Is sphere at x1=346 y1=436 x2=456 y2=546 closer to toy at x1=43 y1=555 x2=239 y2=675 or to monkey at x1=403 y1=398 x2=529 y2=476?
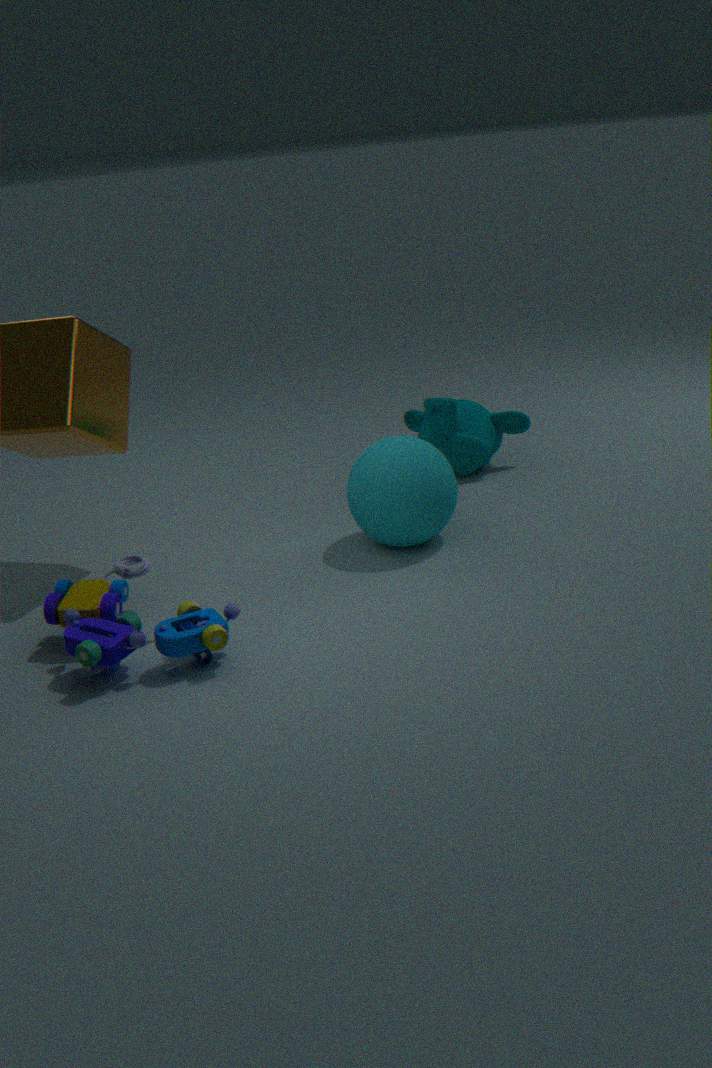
monkey at x1=403 y1=398 x2=529 y2=476
